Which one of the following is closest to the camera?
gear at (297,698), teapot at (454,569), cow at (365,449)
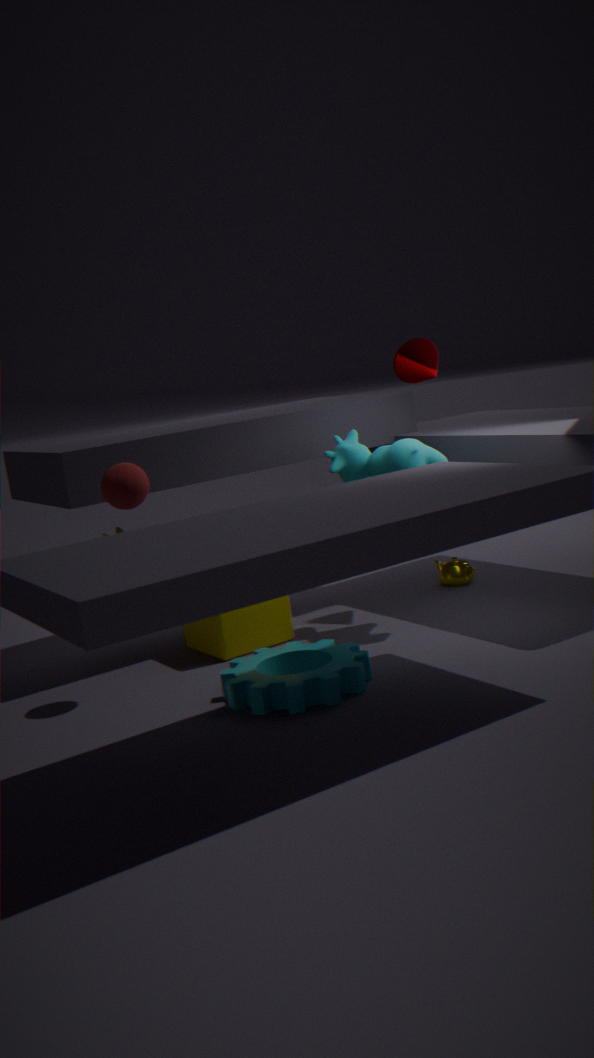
gear at (297,698)
